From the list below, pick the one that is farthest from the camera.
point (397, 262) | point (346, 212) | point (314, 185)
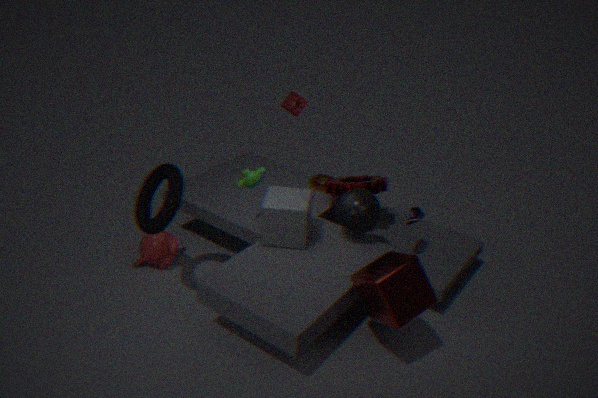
point (314, 185)
